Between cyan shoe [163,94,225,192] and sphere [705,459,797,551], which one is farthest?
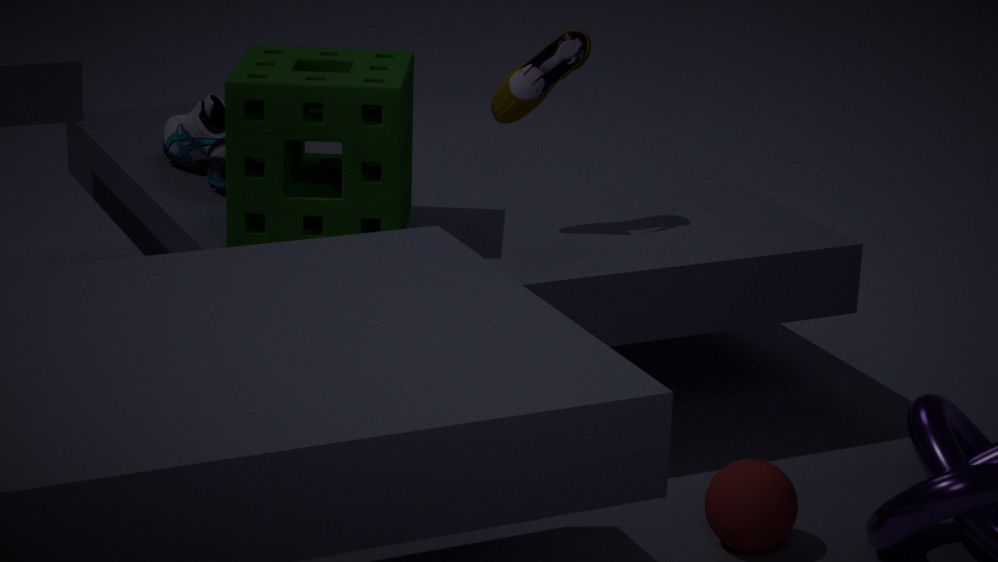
cyan shoe [163,94,225,192]
